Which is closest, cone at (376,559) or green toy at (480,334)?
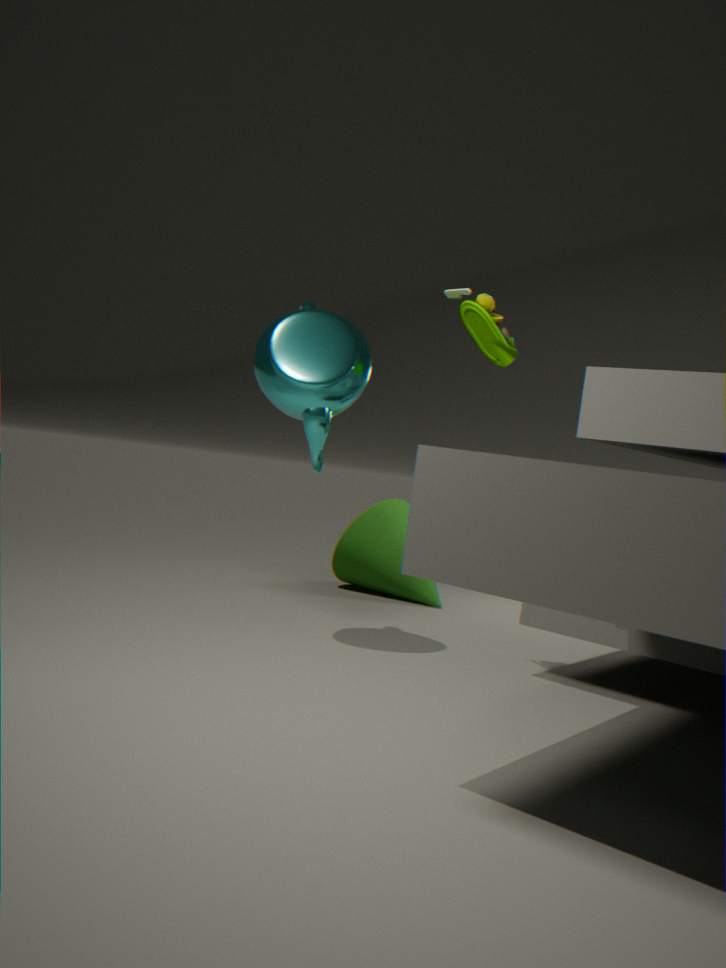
green toy at (480,334)
